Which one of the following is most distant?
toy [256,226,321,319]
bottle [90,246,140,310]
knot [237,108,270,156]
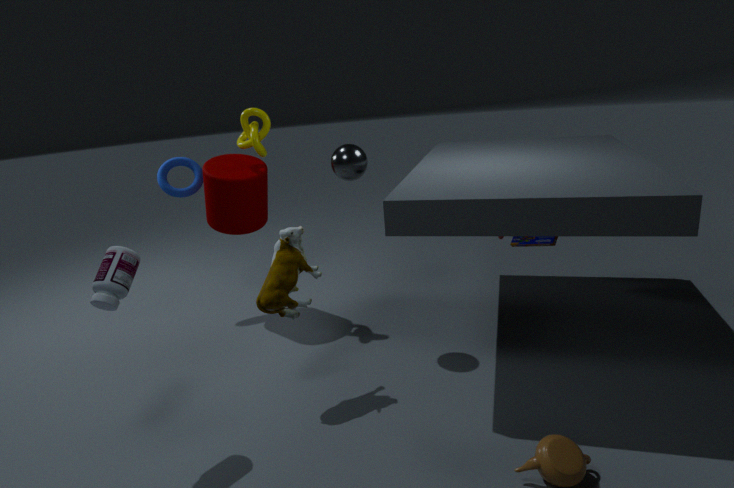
knot [237,108,270,156]
